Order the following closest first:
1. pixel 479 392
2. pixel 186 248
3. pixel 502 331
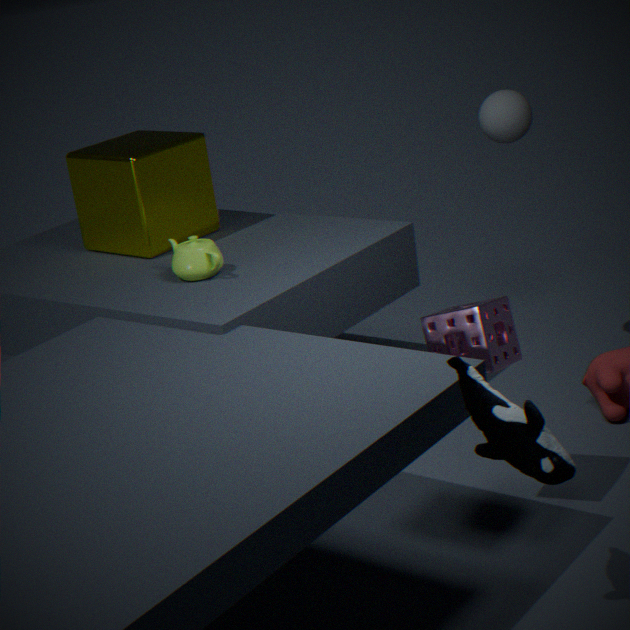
pixel 479 392 → pixel 502 331 → pixel 186 248
